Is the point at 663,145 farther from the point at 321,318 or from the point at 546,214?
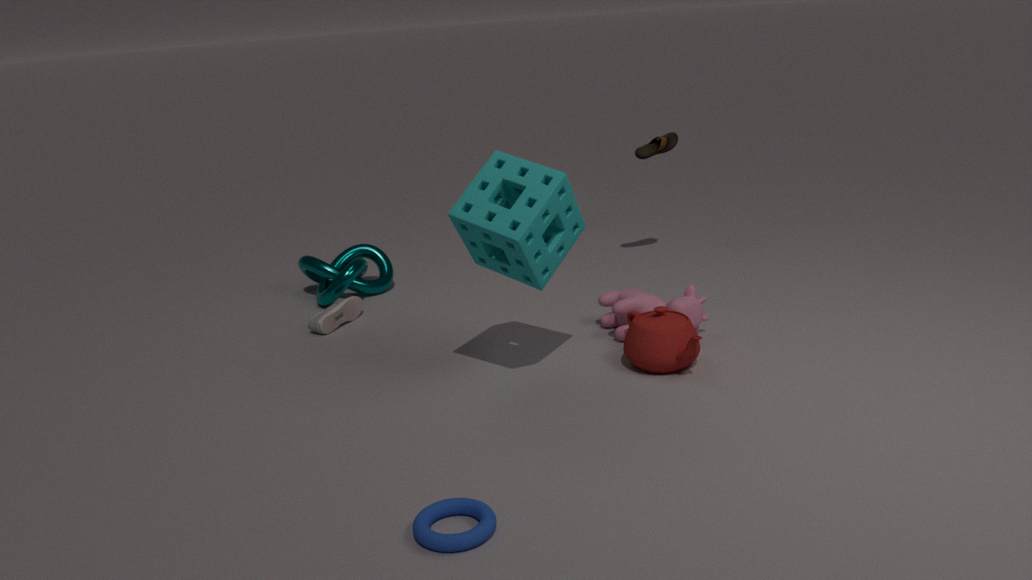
the point at 321,318
